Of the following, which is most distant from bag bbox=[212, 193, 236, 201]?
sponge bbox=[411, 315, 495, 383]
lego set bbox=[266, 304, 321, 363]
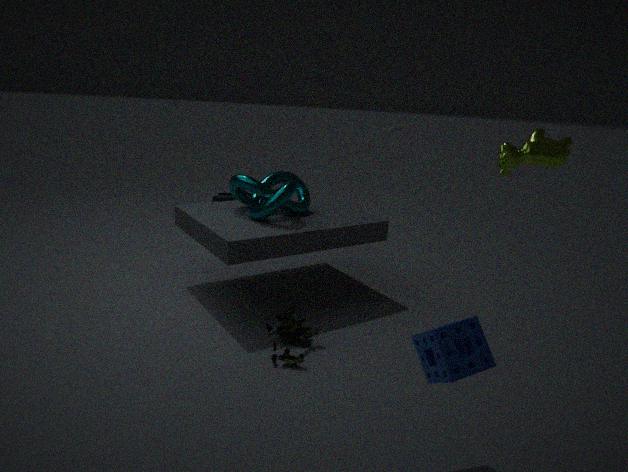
sponge bbox=[411, 315, 495, 383]
